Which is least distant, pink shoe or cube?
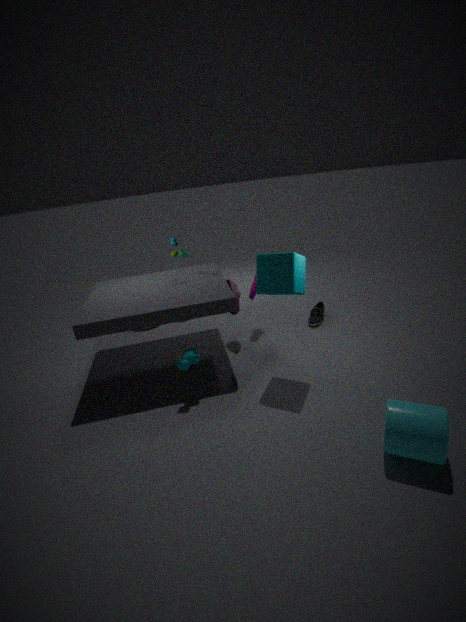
cube
